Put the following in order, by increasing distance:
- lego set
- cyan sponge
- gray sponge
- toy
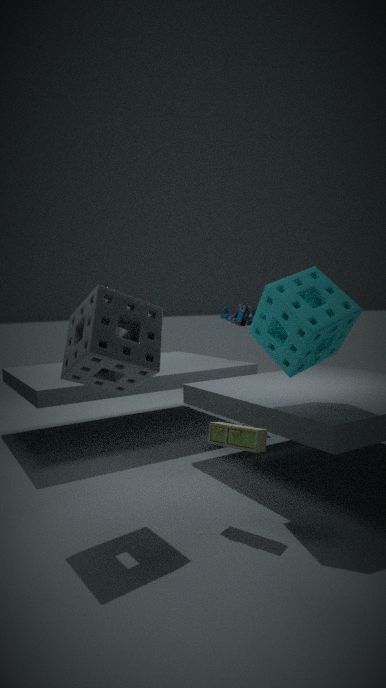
gray sponge, toy, cyan sponge, lego set
